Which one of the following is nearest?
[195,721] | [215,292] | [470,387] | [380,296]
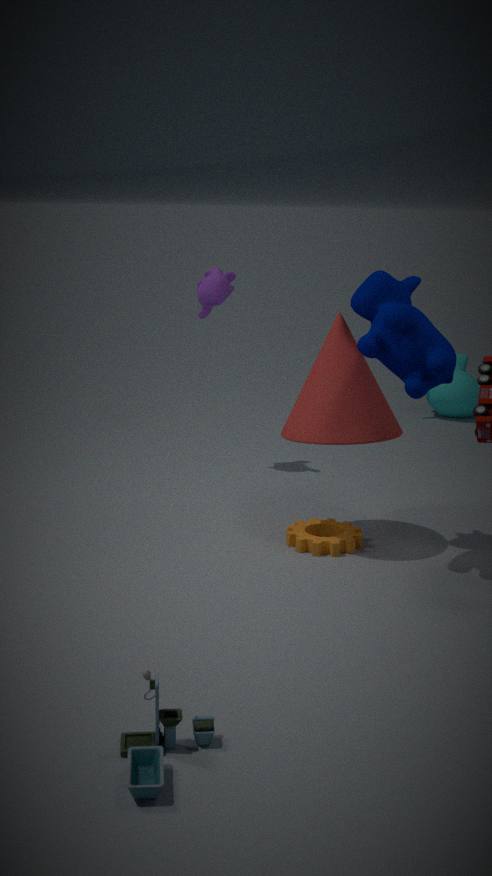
[195,721]
